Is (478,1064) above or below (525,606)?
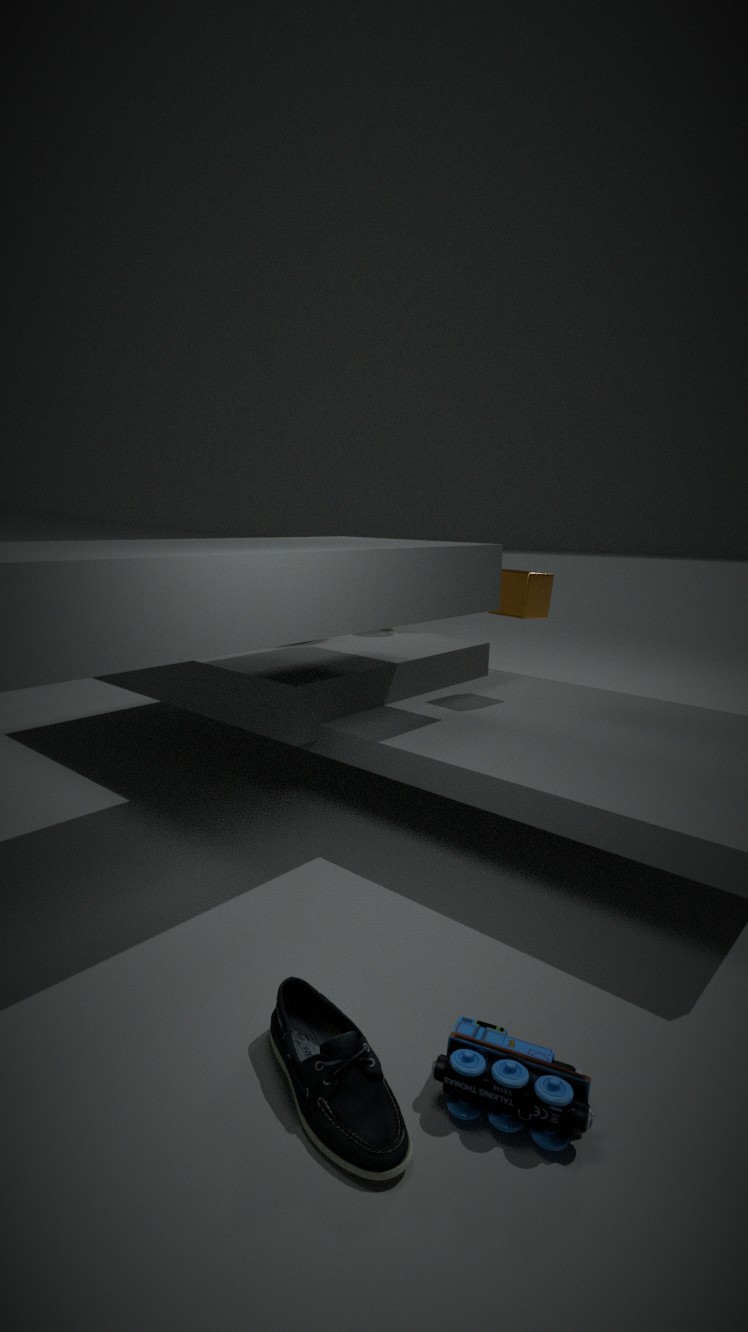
below
